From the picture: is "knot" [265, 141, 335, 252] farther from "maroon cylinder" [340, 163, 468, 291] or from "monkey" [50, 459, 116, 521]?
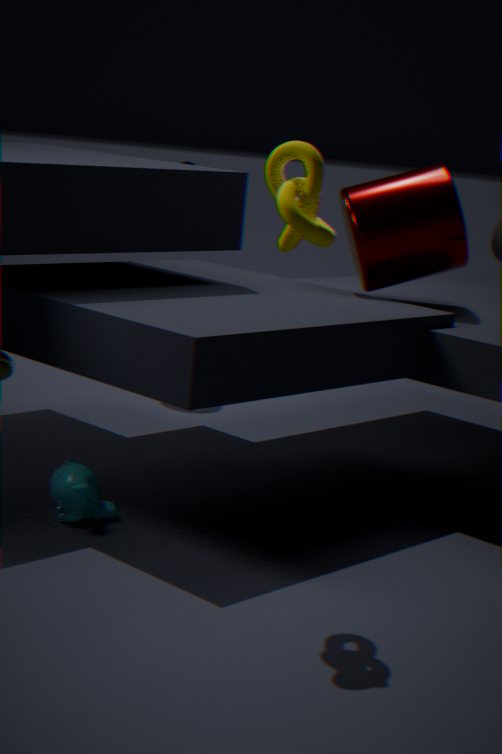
"maroon cylinder" [340, 163, 468, 291]
